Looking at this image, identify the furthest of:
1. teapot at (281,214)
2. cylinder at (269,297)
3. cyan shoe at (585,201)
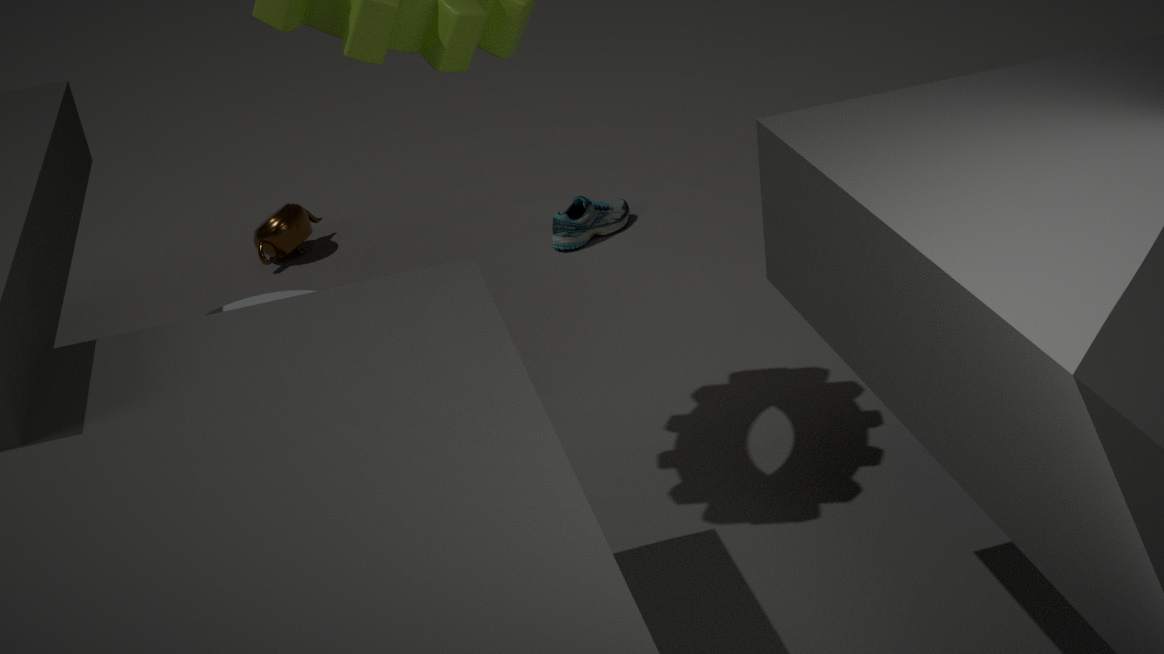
teapot at (281,214)
